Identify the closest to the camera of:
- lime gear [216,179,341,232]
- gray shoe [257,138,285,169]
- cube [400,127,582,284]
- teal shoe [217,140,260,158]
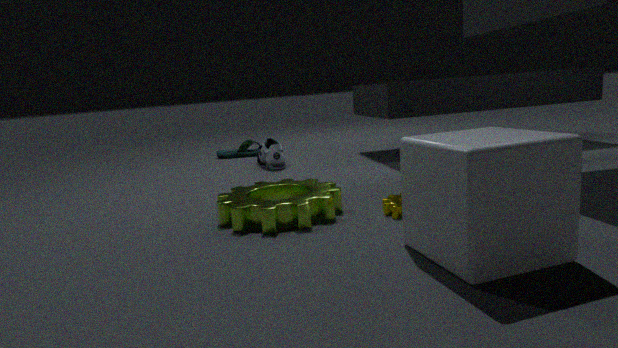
cube [400,127,582,284]
